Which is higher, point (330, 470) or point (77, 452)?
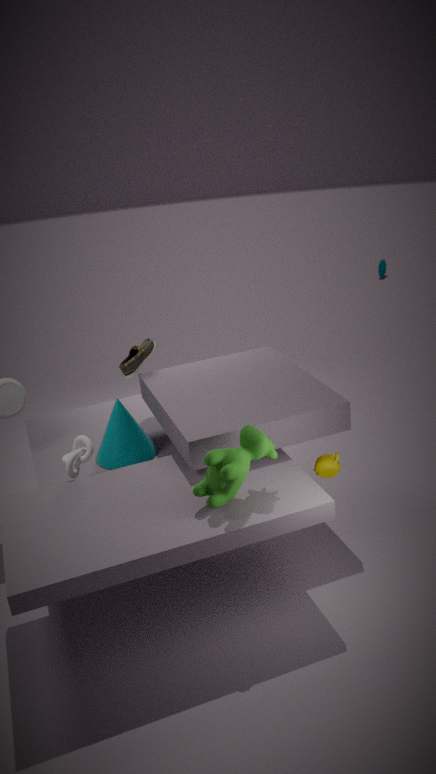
point (77, 452)
